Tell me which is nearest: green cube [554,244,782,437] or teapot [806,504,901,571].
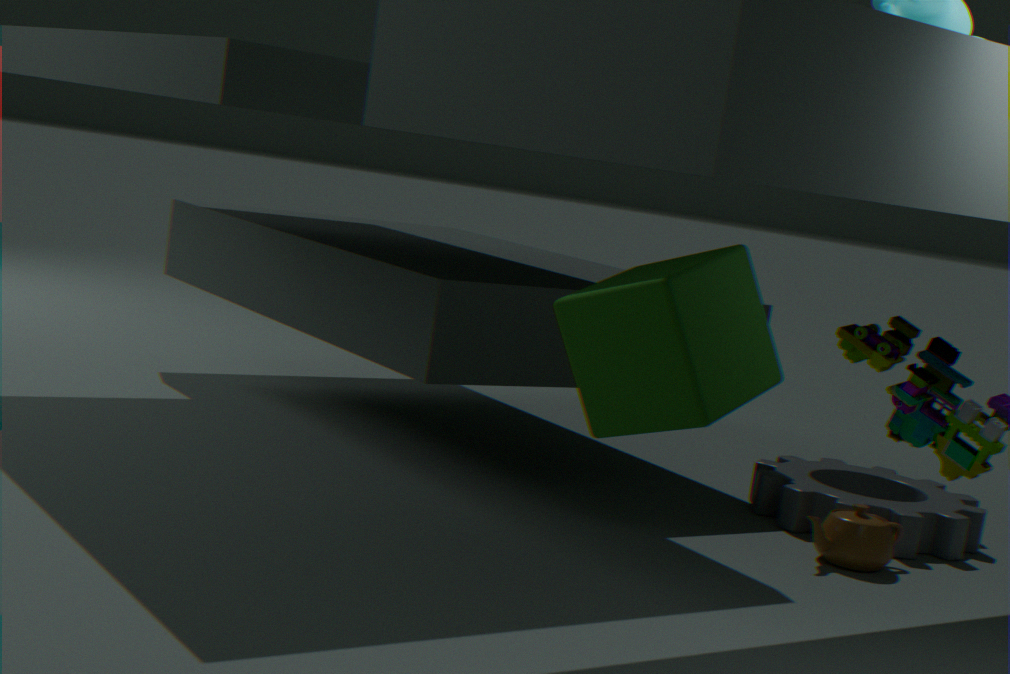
green cube [554,244,782,437]
